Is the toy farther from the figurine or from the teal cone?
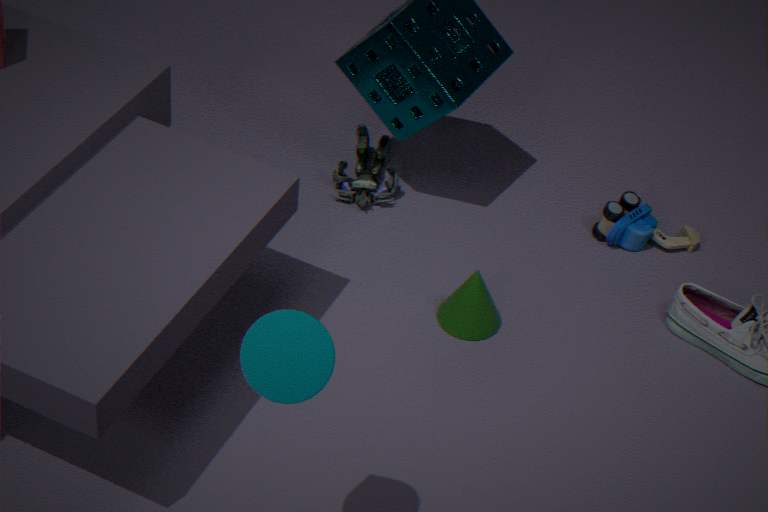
the teal cone
